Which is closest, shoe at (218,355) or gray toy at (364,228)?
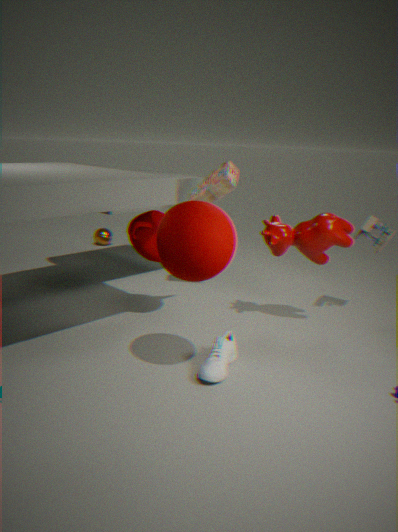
shoe at (218,355)
